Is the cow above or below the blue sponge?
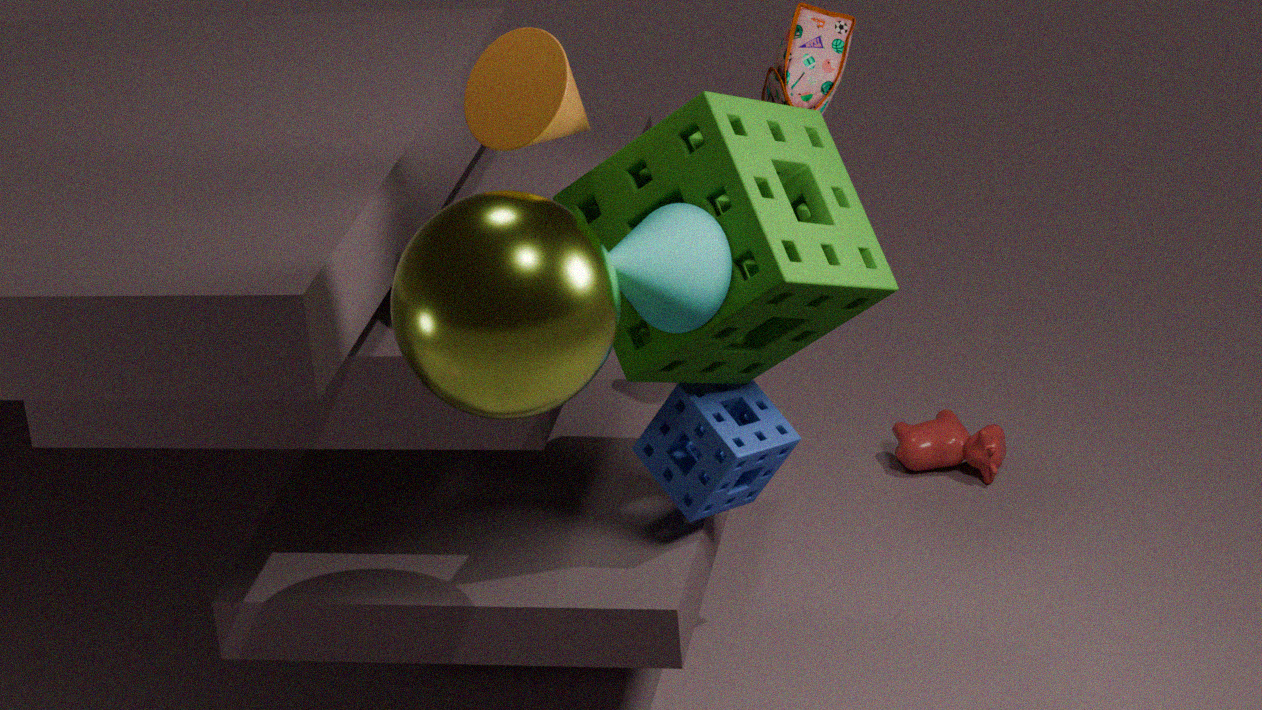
below
